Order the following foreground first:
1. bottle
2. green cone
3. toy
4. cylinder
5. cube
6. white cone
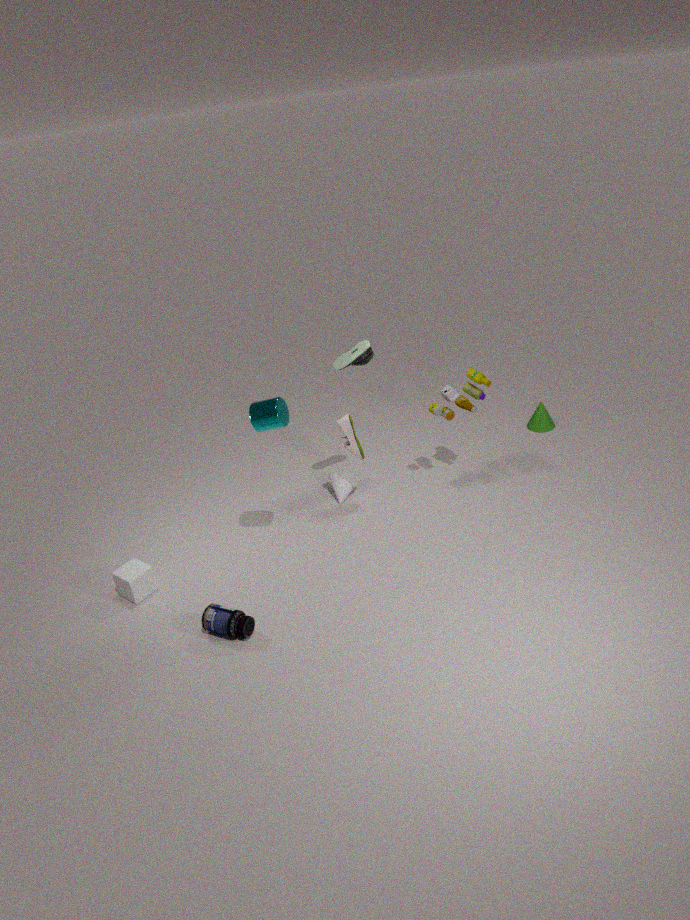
1. bottle
2. cylinder
3. cube
4. toy
5. white cone
6. green cone
